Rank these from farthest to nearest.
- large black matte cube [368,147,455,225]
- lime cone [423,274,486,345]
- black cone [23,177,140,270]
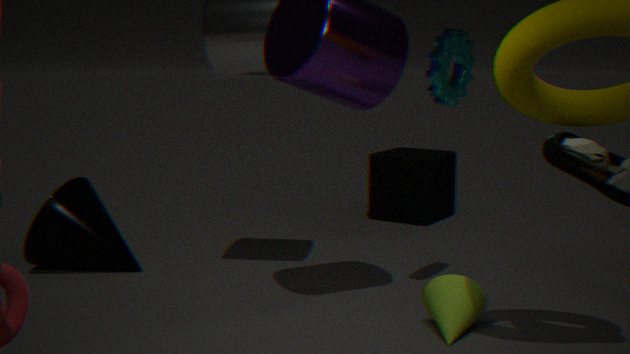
large black matte cube [368,147,455,225] < black cone [23,177,140,270] < lime cone [423,274,486,345]
